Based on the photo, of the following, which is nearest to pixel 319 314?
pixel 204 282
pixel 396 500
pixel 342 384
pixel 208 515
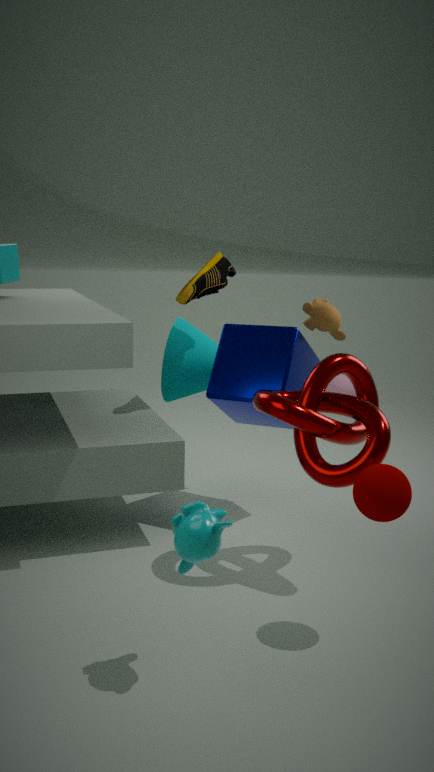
pixel 204 282
